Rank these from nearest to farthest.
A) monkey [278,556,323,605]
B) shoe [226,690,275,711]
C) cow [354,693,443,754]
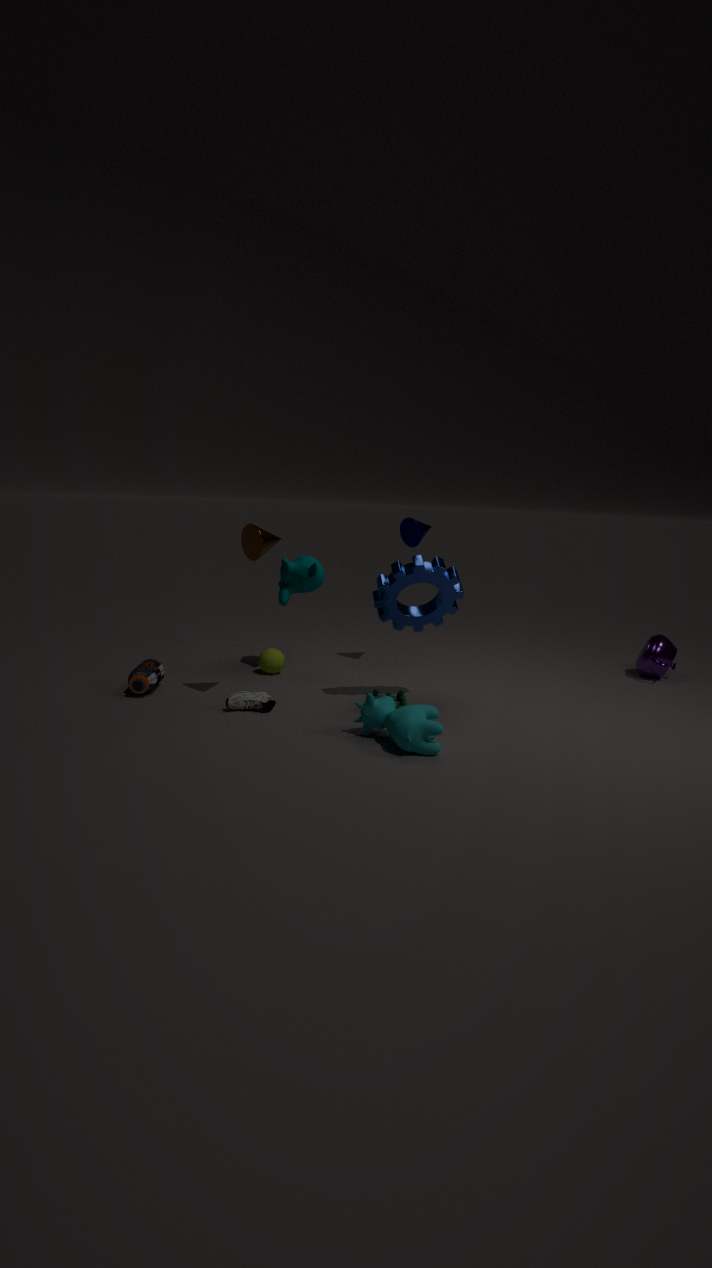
1. cow [354,693,443,754]
2. shoe [226,690,275,711]
3. monkey [278,556,323,605]
